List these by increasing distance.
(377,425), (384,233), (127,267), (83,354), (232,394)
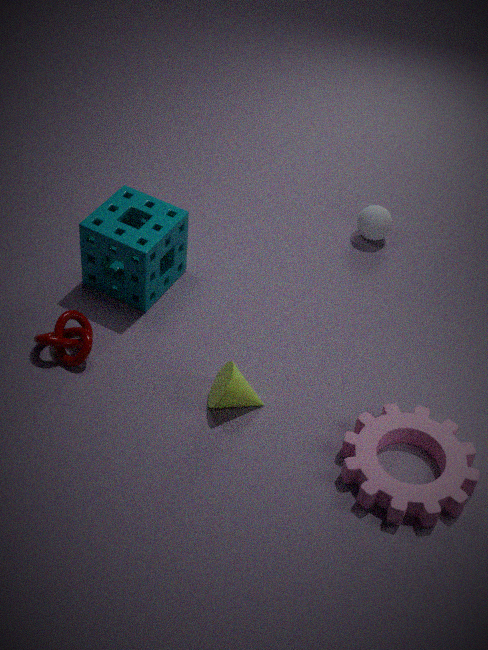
(377,425), (232,394), (83,354), (127,267), (384,233)
